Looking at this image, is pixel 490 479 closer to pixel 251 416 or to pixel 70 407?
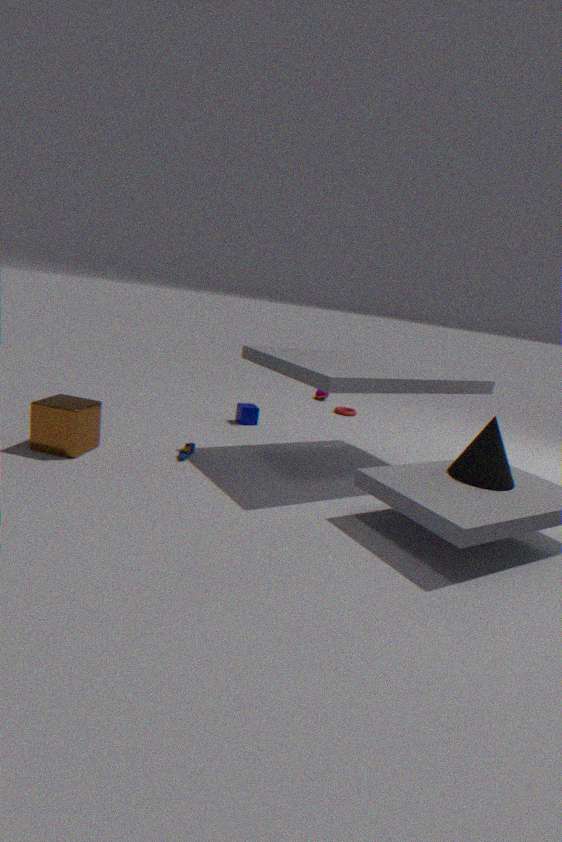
pixel 251 416
